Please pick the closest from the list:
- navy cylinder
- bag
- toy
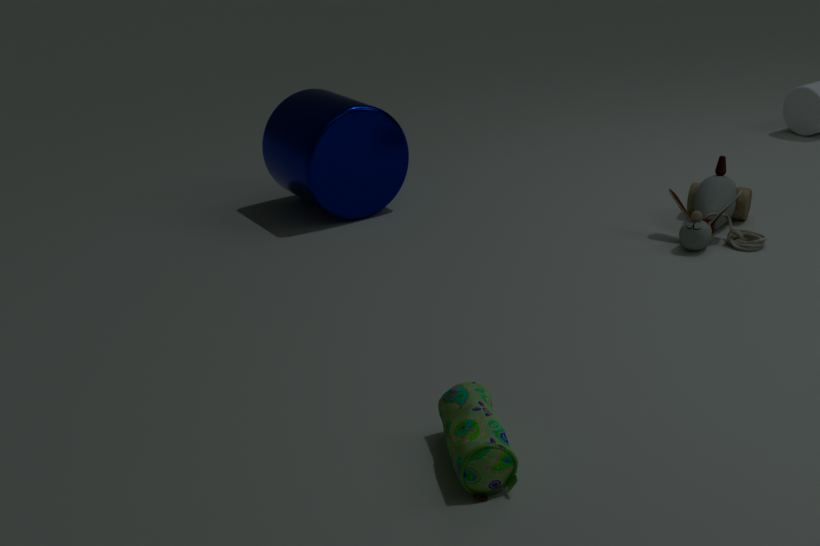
bag
